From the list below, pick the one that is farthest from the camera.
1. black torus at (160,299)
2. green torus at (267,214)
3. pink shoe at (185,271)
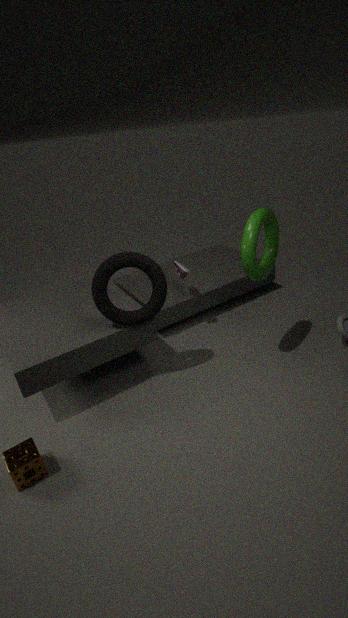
pink shoe at (185,271)
